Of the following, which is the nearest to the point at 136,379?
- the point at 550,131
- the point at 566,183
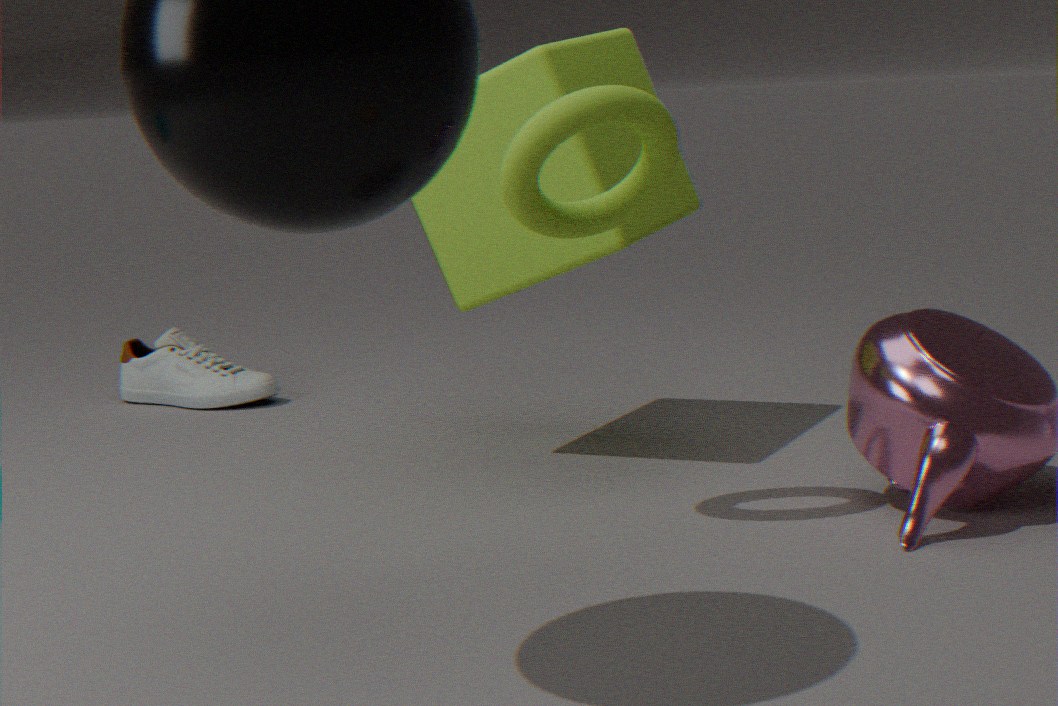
the point at 566,183
